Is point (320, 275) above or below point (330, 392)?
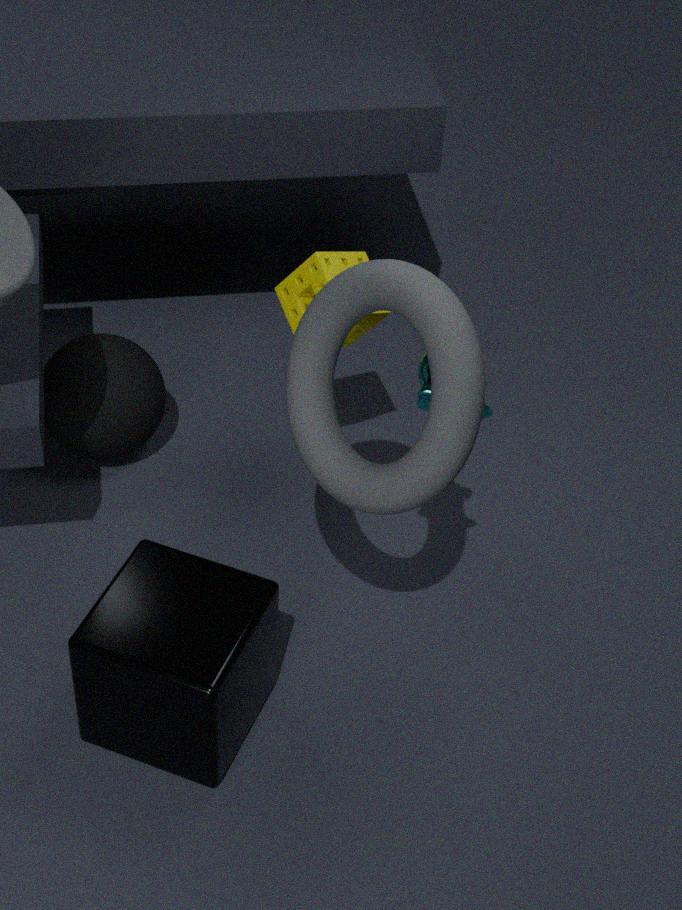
below
